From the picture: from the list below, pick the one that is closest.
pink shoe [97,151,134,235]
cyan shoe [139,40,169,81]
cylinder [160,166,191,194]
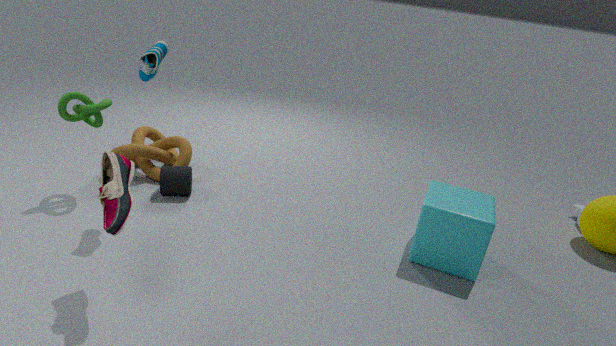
pink shoe [97,151,134,235]
